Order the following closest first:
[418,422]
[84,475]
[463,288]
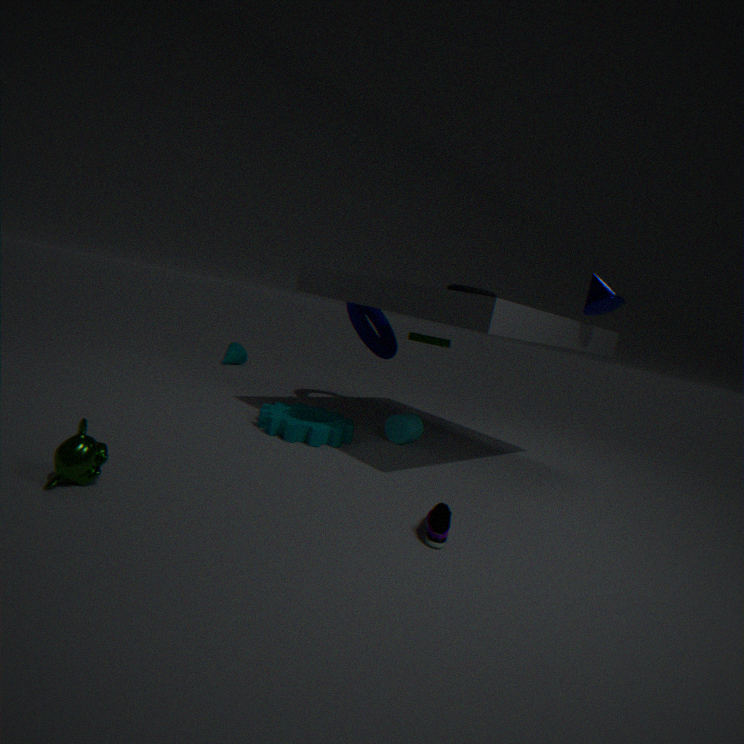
[84,475] < [463,288] < [418,422]
